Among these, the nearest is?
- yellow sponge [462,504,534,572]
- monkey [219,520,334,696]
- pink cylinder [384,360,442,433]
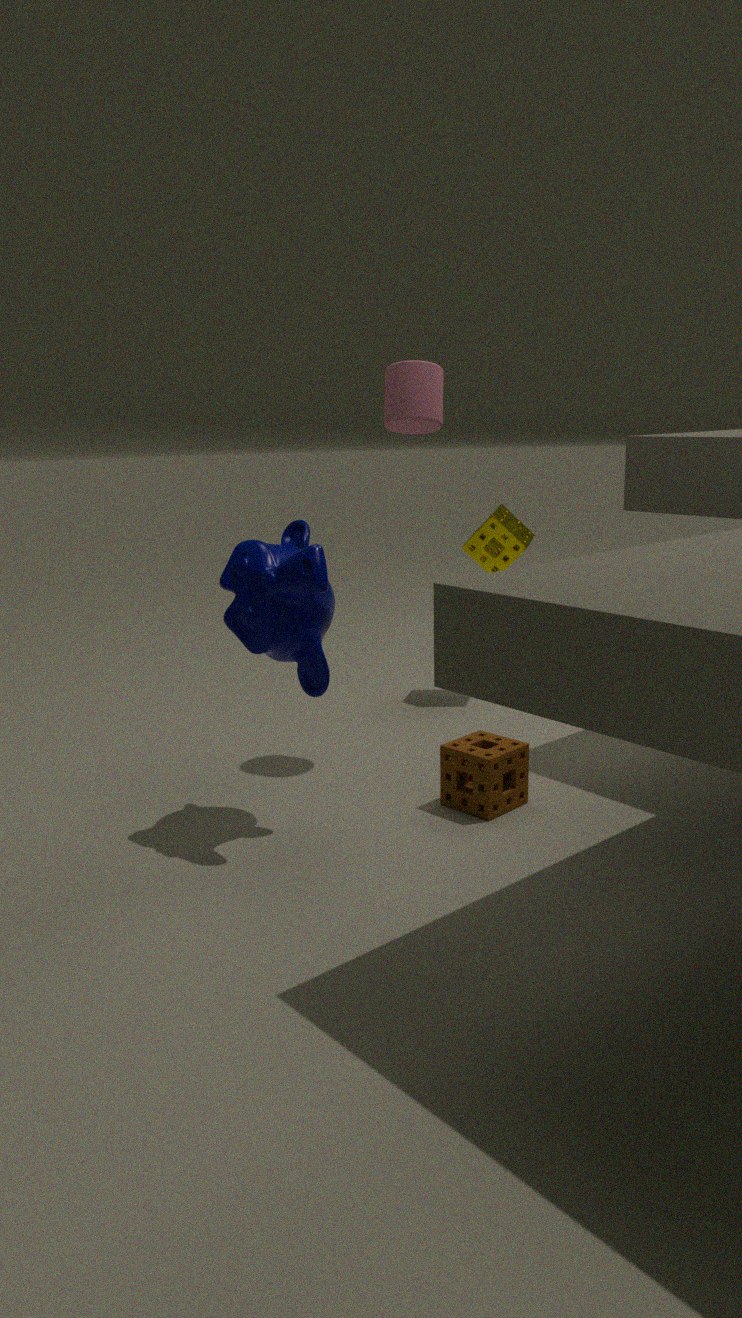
monkey [219,520,334,696]
